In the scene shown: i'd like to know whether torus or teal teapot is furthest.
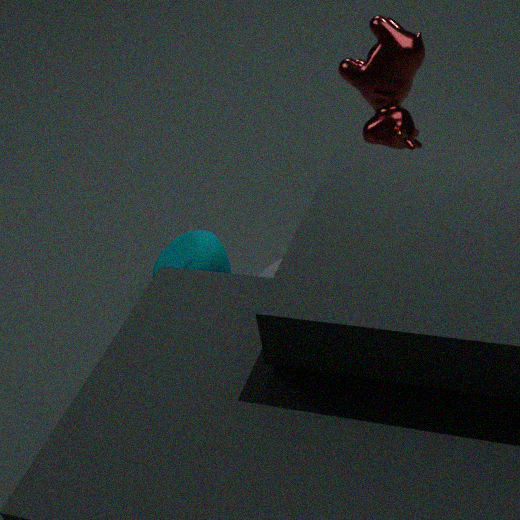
torus
